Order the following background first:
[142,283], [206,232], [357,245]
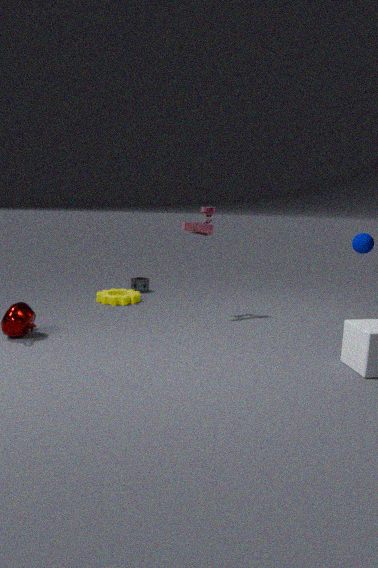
[142,283] → [206,232] → [357,245]
